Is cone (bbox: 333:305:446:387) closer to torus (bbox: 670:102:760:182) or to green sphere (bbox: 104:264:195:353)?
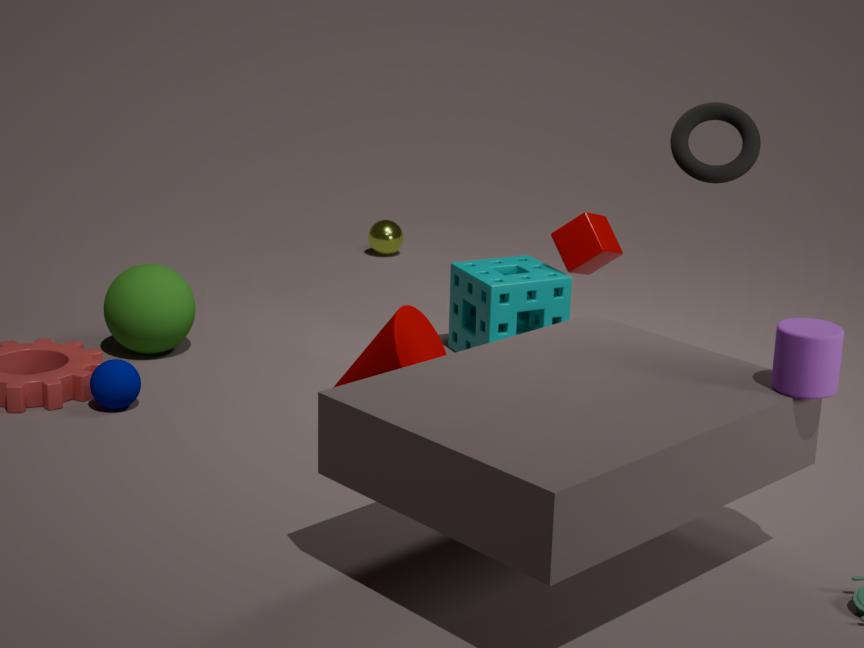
Answer: green sphere (bbox: 104:264:195:353)
